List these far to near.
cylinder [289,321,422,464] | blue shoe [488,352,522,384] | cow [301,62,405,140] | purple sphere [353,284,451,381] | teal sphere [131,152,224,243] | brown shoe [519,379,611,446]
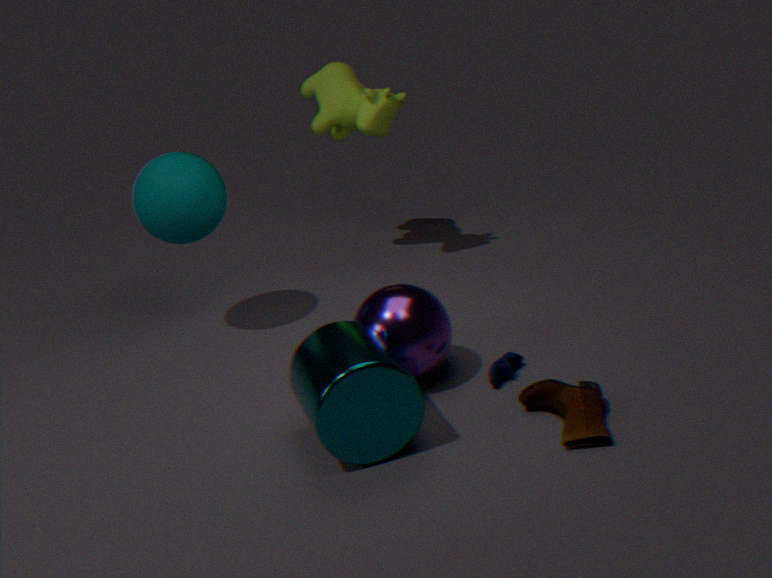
cow [301,62,405,140] → teal sphere [131,152,224,243] → blue shoe [488,352,522,384] → purple sphere [353,284,451,381] → brown shoe [519,379,611,446] → cylinder [289,321,422,464]
